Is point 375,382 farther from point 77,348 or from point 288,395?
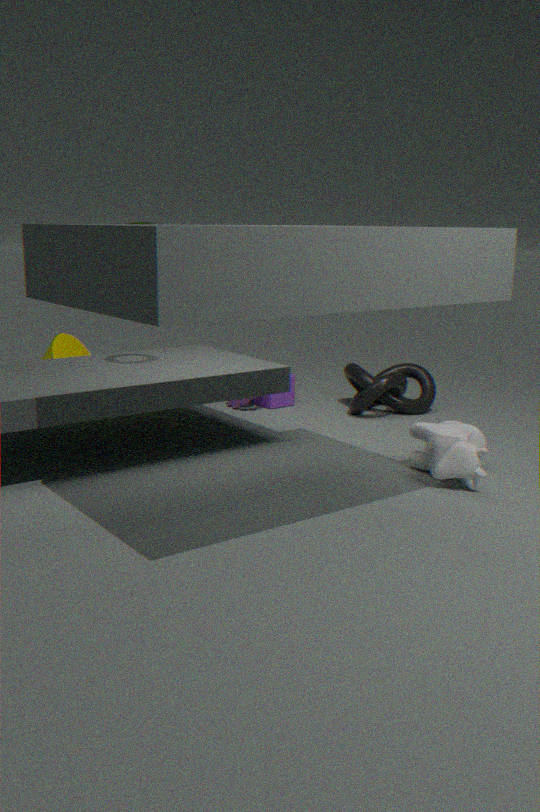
point 77,348
